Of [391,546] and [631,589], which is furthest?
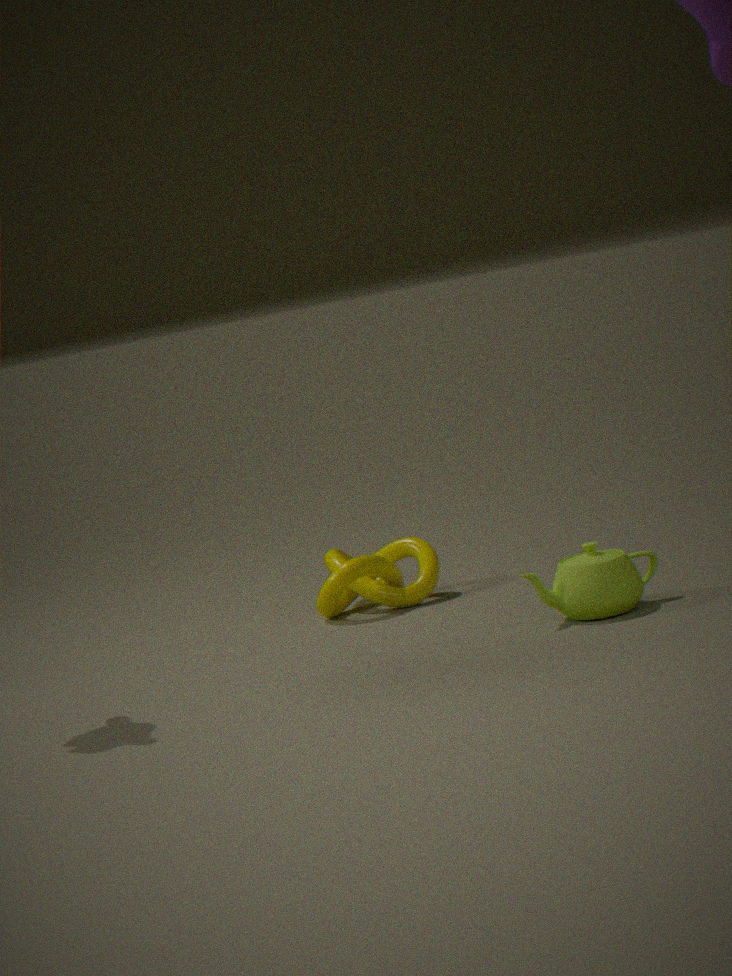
[391,546]
